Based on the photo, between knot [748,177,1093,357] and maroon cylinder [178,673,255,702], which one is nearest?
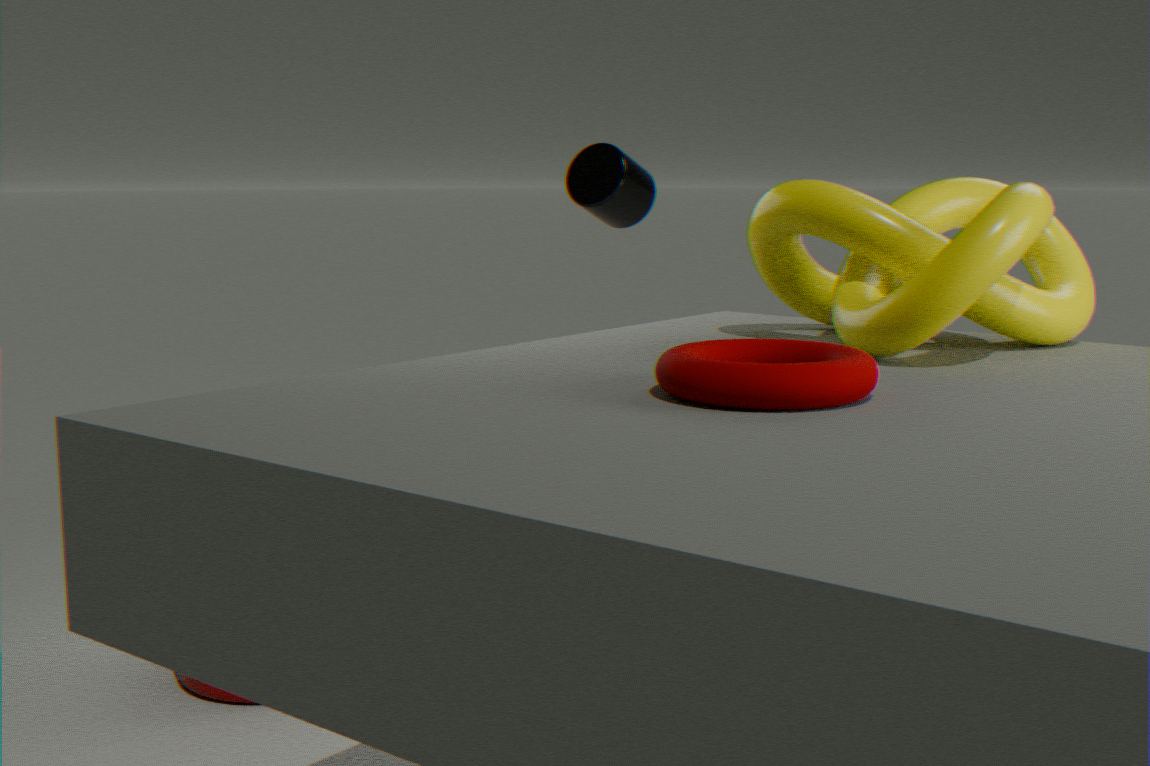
knot [748,177,1093,357]
